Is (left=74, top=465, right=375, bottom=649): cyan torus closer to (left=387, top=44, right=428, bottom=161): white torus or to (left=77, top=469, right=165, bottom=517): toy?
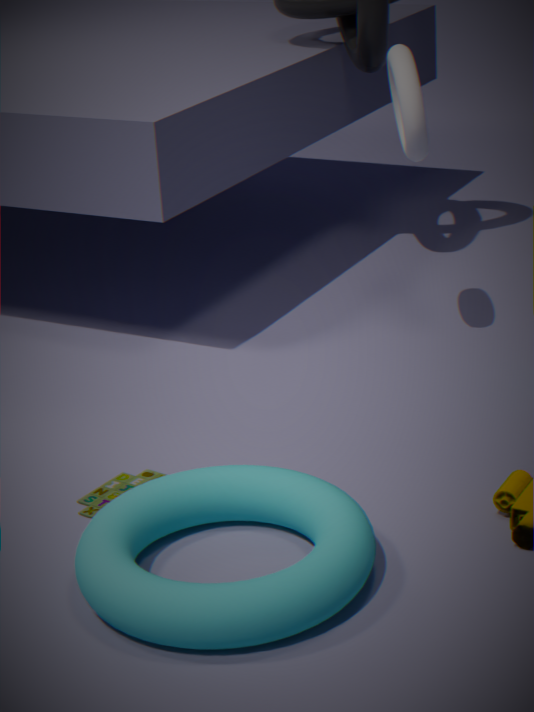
(left=77, top=469, right=165, bottom=517): toy
